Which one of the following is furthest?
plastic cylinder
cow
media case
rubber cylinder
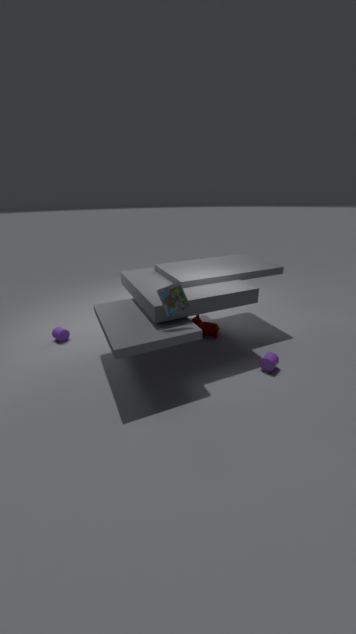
cow
